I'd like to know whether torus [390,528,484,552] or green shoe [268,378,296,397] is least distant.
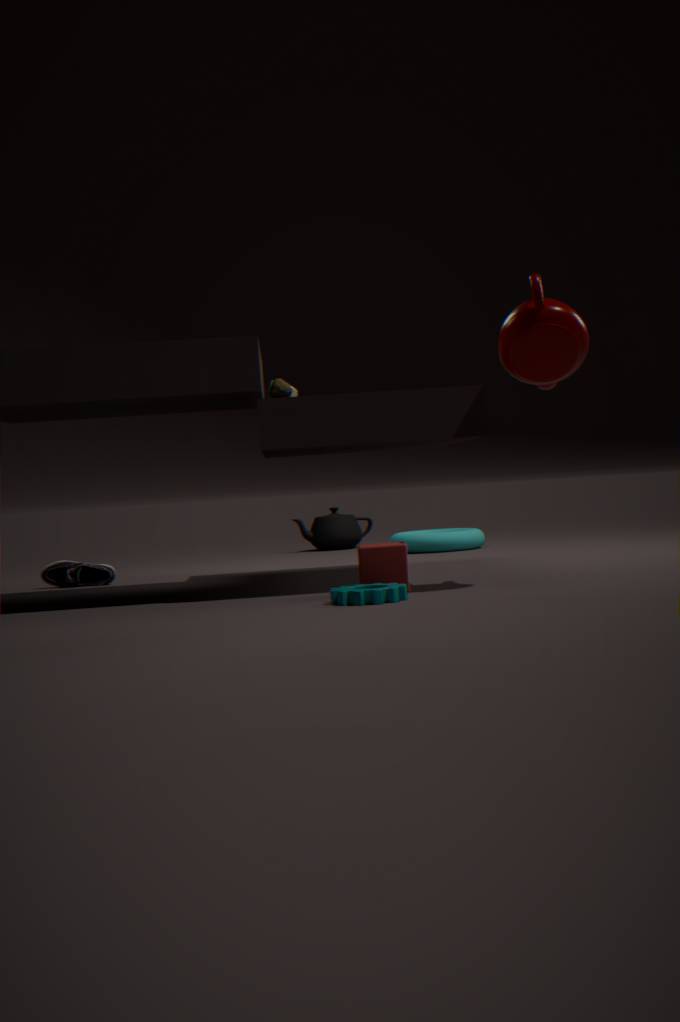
green shoe [268,378,296,397]
